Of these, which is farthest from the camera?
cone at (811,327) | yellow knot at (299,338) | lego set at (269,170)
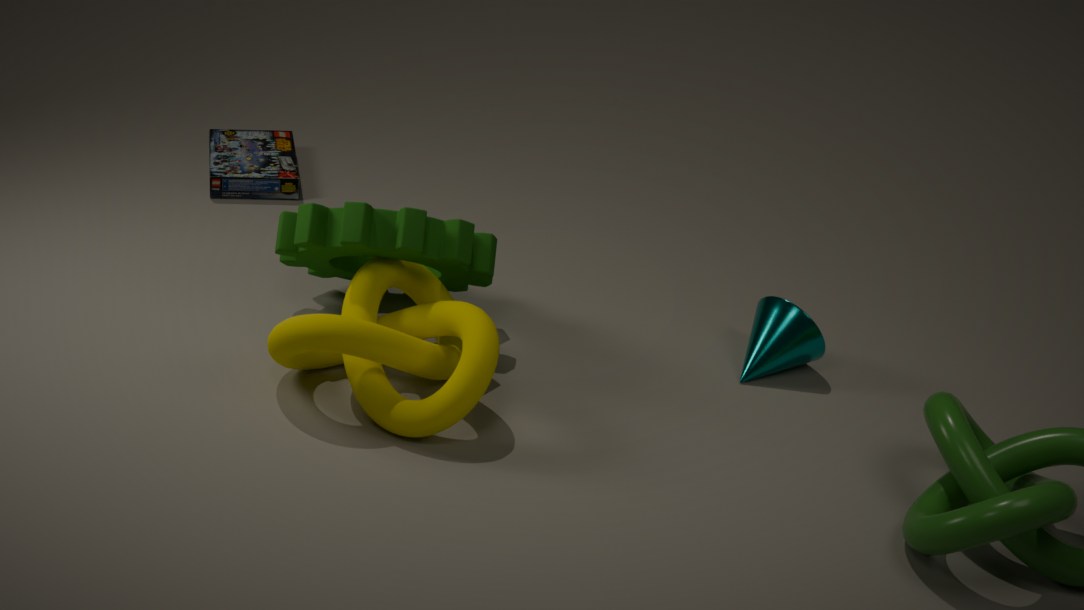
lego set at (269,170)
